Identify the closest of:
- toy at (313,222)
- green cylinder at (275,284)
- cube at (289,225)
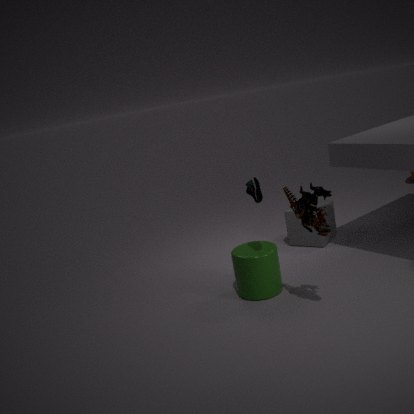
toy at (313,222)
